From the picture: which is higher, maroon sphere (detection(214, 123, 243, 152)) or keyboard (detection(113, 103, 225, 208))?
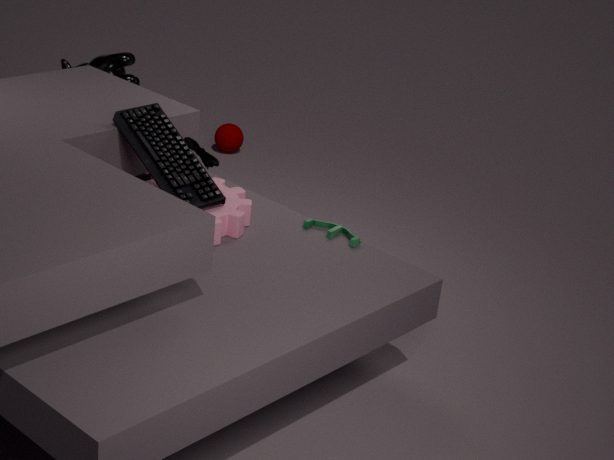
keyboard (detection(113, 103, 225, 208))
